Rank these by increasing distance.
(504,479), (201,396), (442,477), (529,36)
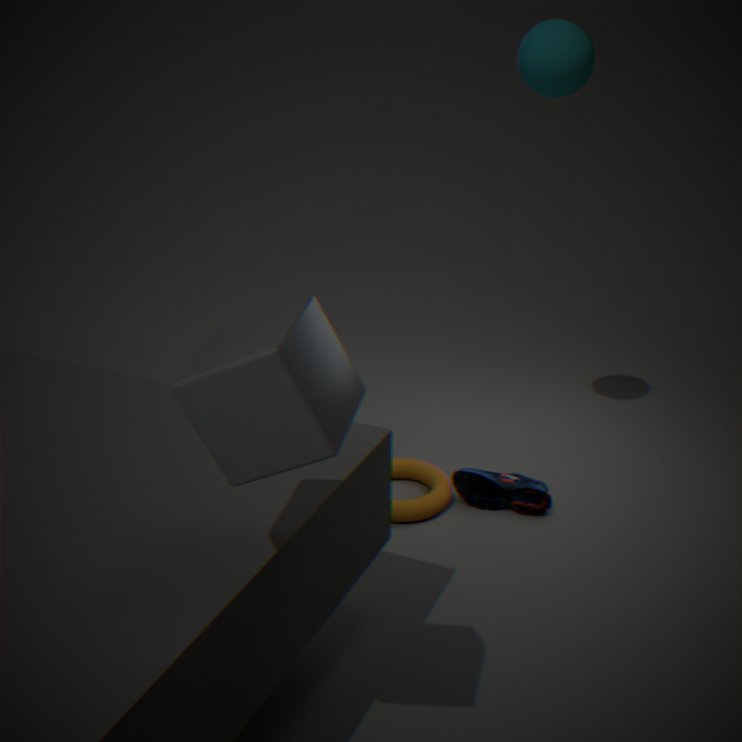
(201,396) → (529,36) → (504,479) → (442,477)
